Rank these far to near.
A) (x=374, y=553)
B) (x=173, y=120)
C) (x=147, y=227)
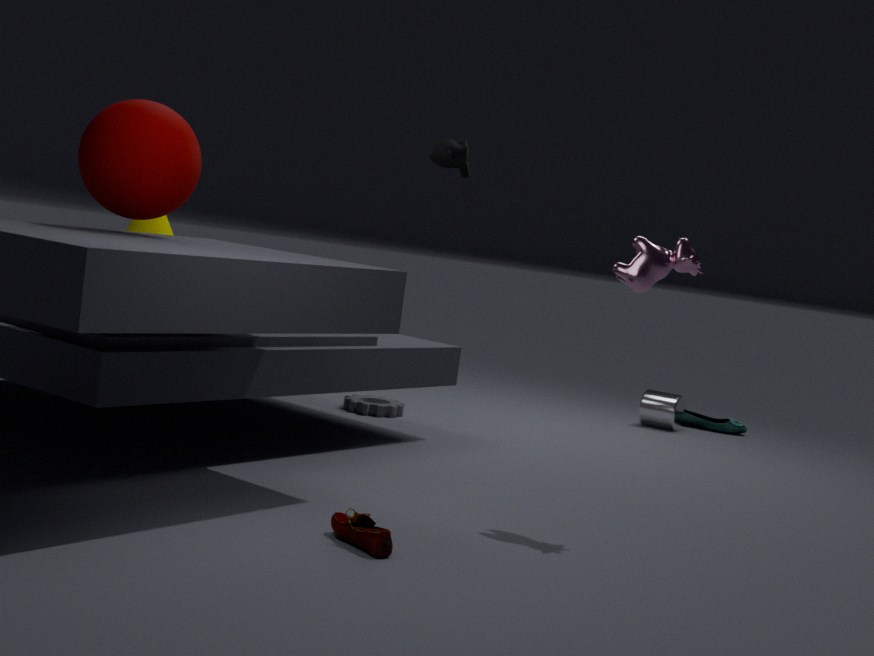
(x=147, y=227) → (x=173, y=120) → (x=374, y=553)
